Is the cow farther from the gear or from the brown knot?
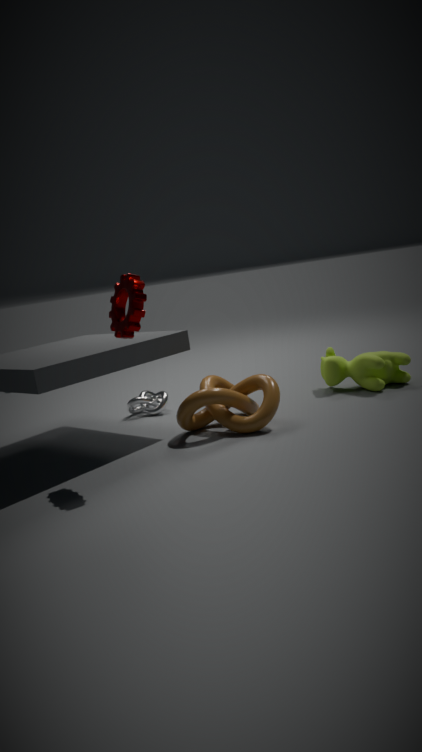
the gear
